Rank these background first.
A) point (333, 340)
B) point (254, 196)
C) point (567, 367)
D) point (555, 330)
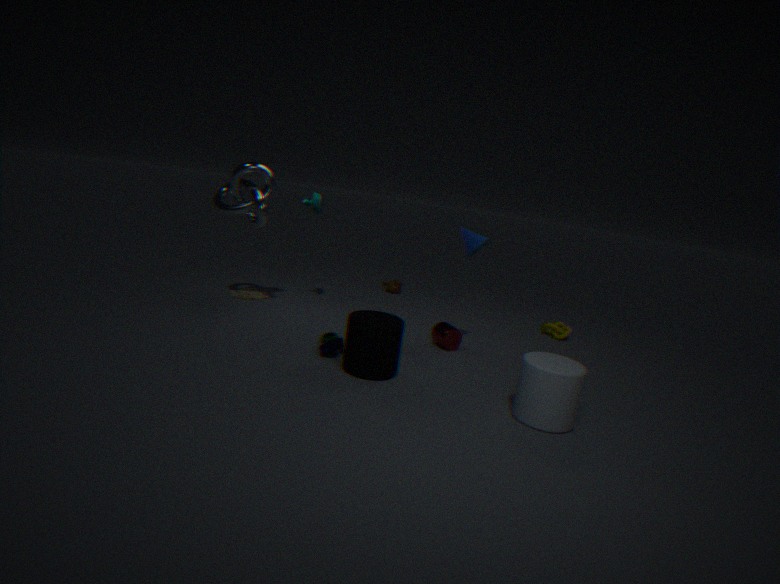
point (555, 330), point (254, 196), point (333, 340), point (567, 367)
